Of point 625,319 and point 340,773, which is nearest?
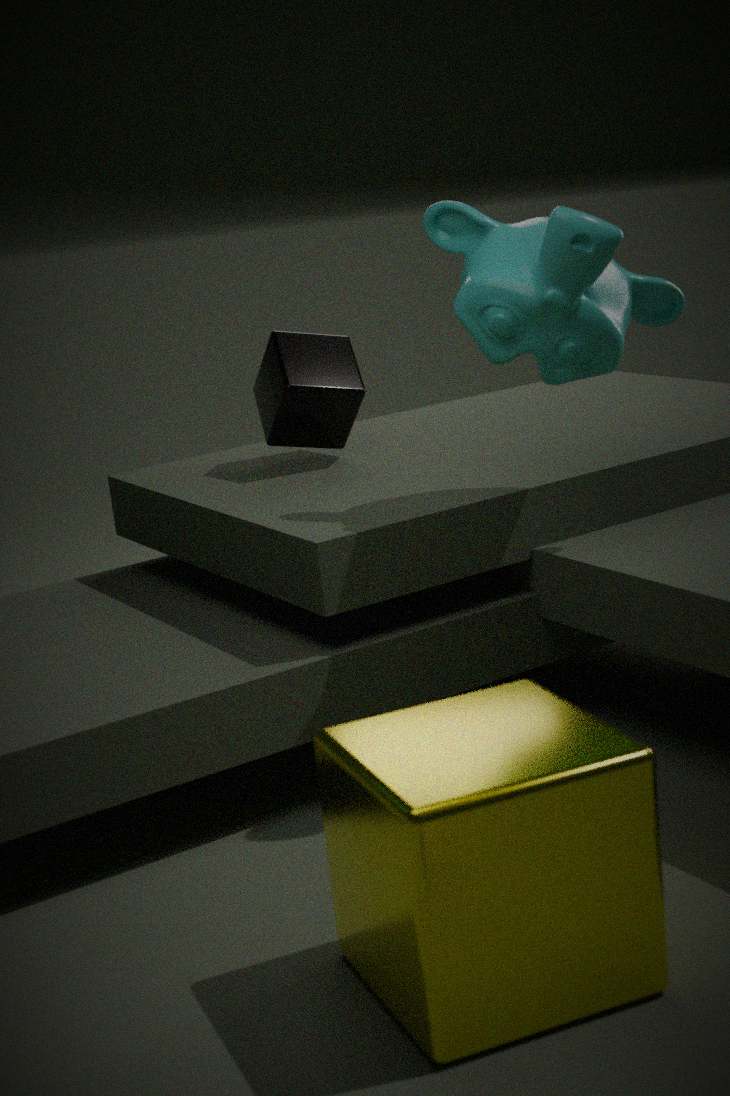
point 340,773
